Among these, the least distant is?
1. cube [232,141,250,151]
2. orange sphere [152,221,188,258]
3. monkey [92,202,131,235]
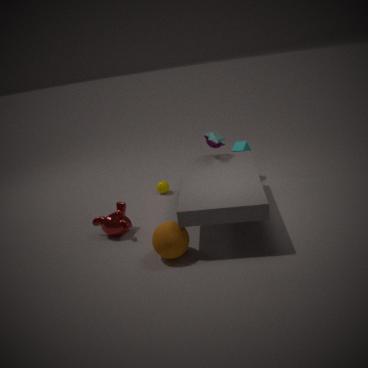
orange sphere [152,221,188,258]
